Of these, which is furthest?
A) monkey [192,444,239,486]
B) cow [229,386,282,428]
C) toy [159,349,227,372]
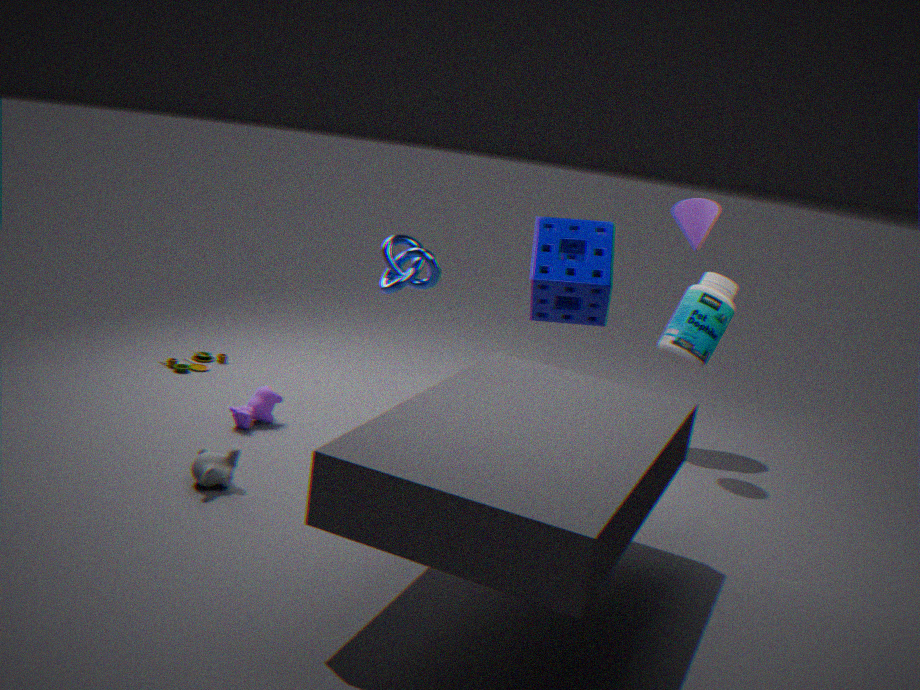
toy [159,349,227,372]
